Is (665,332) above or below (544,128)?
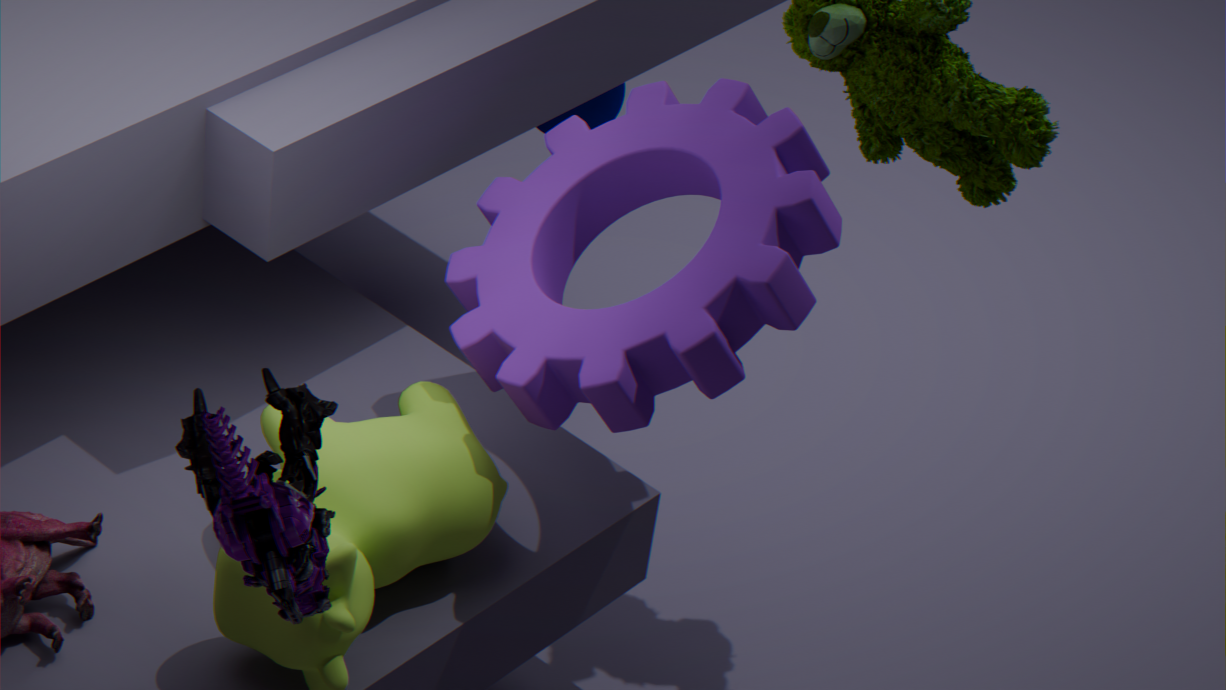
above
